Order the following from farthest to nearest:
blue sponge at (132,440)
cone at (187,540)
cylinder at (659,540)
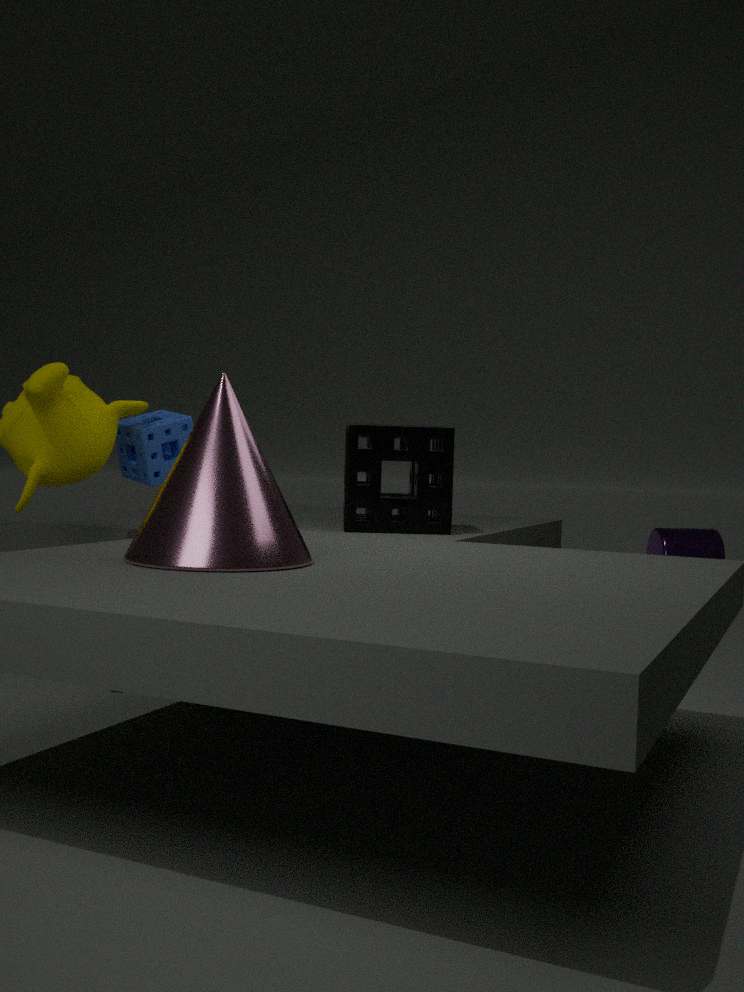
cylinder at (659,540) → blue sponge at (132,440) → cone at (187,540)
